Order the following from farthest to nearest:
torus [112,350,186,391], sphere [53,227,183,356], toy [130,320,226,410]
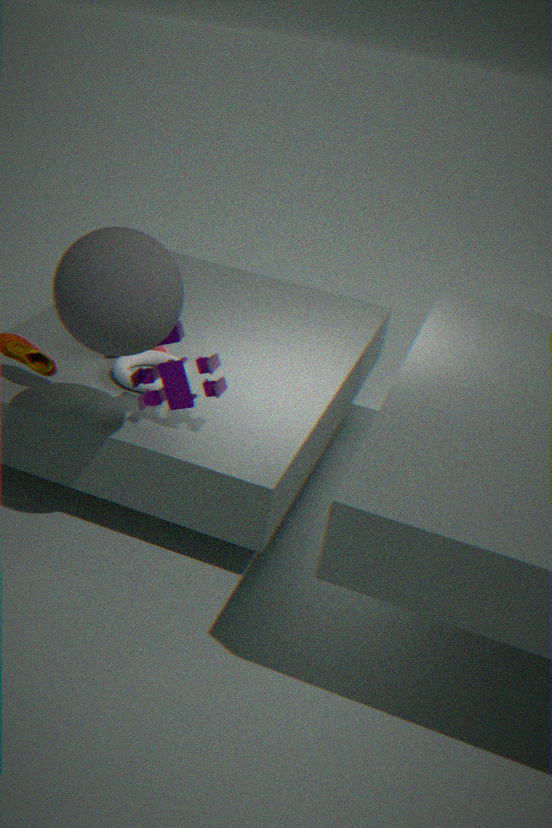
torus [112,350,186,391] → toy [130,320,226,410] → sphere [53,227,183,356]
